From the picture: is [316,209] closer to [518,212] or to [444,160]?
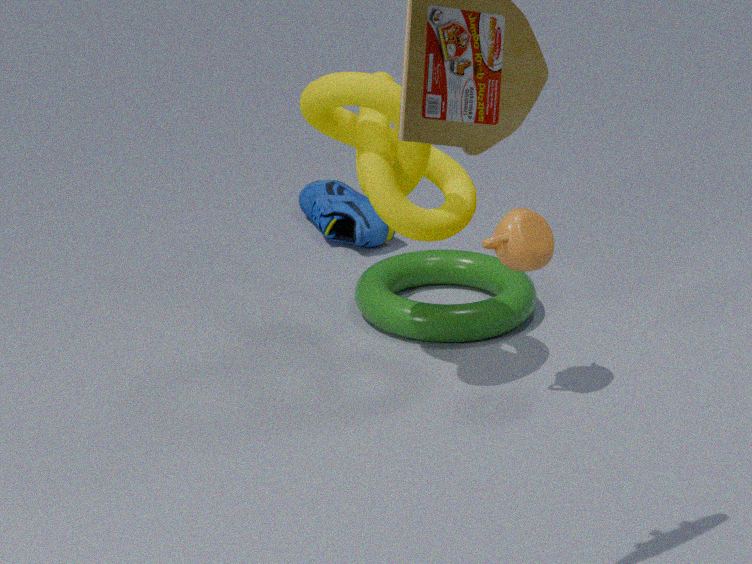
[444,160]
